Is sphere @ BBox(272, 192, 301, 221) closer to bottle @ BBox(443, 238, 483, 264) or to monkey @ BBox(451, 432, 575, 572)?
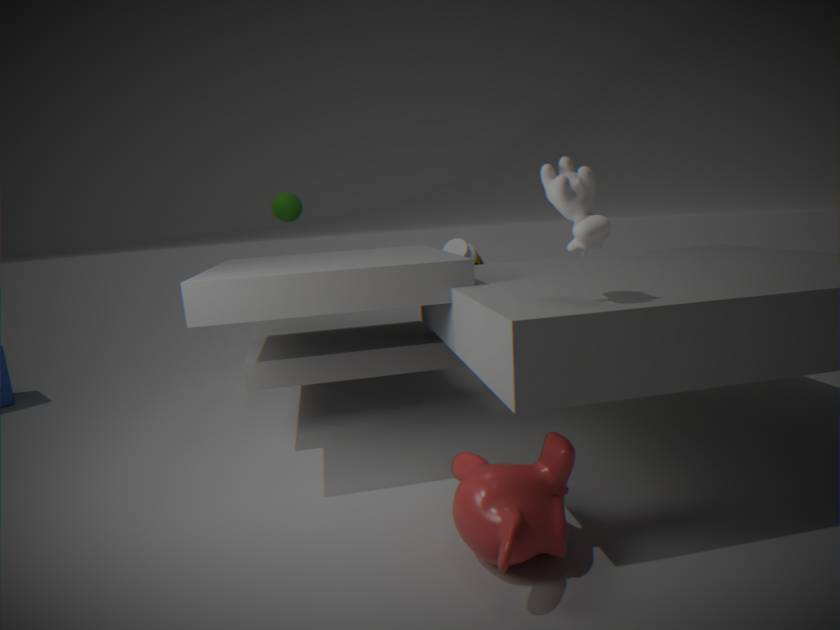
bottle @ BBox(443, 238, 483, 264)
